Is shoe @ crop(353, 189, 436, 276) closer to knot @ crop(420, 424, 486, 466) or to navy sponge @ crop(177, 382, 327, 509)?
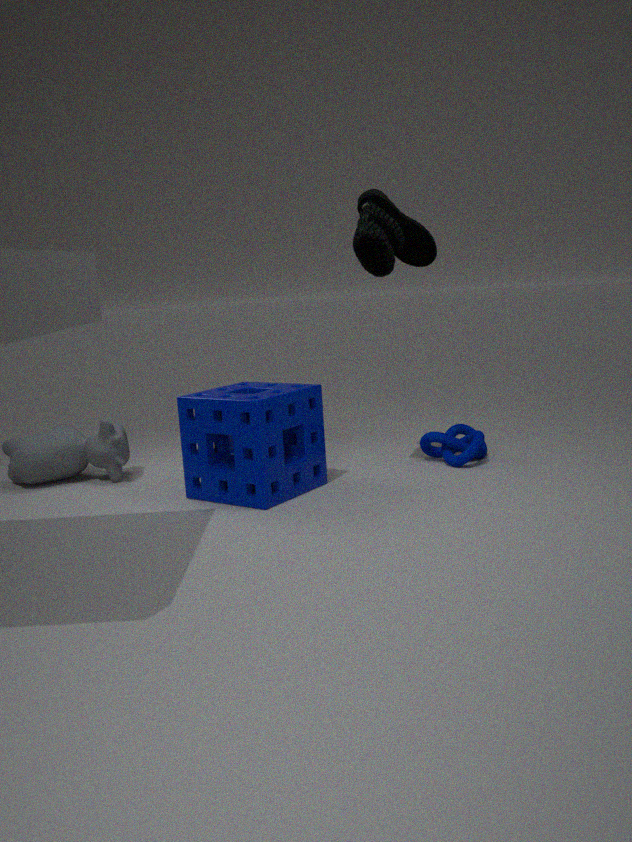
navy sponge @ crop(177, 382, 327, 509)
